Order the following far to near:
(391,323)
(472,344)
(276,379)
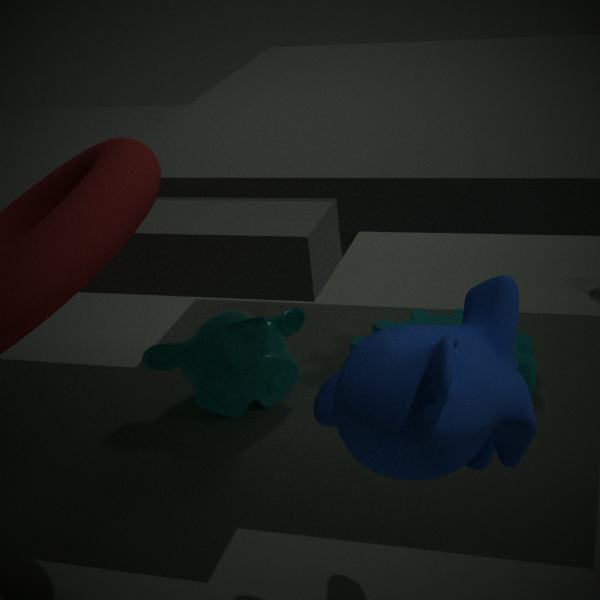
(391,323)
(276,379)
(472,344)
